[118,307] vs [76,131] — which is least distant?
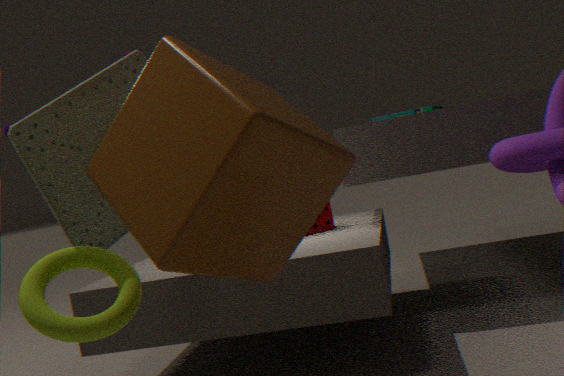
[118,307]
